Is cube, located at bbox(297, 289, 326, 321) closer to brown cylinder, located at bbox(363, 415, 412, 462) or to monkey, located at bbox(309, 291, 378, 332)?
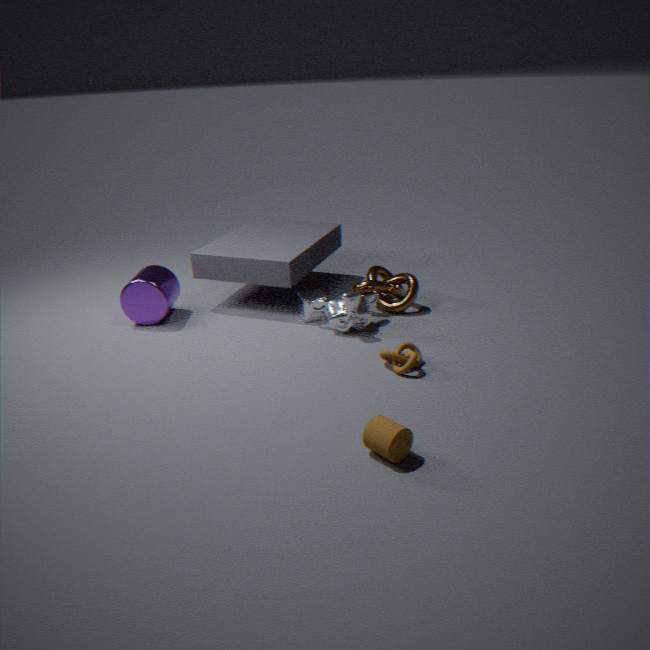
monkey, located at bbox(309, 291, 378, 332)
